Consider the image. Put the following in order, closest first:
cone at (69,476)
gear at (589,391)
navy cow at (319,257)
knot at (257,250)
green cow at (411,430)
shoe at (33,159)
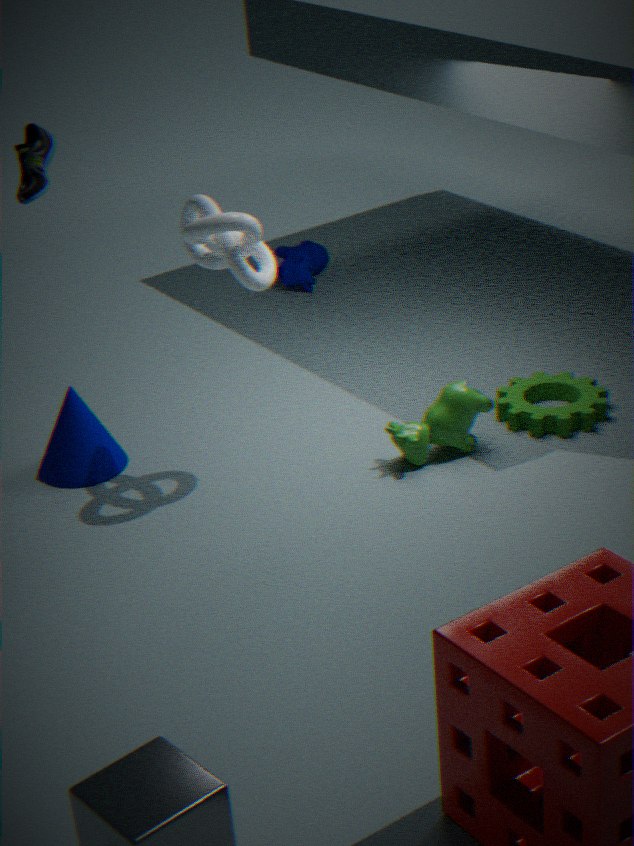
knot at (257,250), shoe at (33,159), green cow at (411,430), cone at (69,476), gear at (589,391), navy cow at (319,257)
